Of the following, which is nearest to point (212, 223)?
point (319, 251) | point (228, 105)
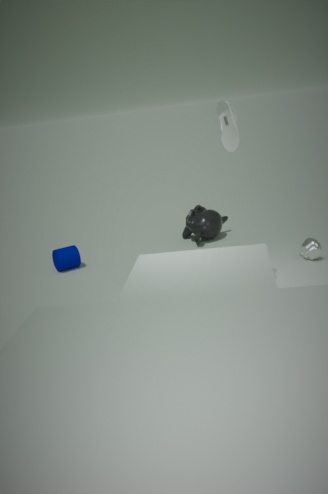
point (319, 251)
